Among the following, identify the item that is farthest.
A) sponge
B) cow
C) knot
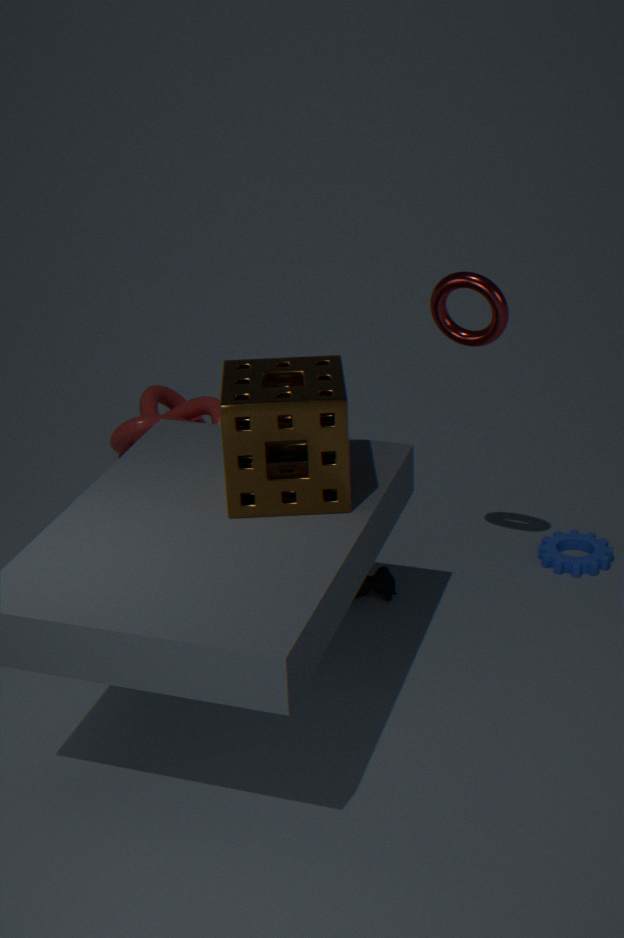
knot
